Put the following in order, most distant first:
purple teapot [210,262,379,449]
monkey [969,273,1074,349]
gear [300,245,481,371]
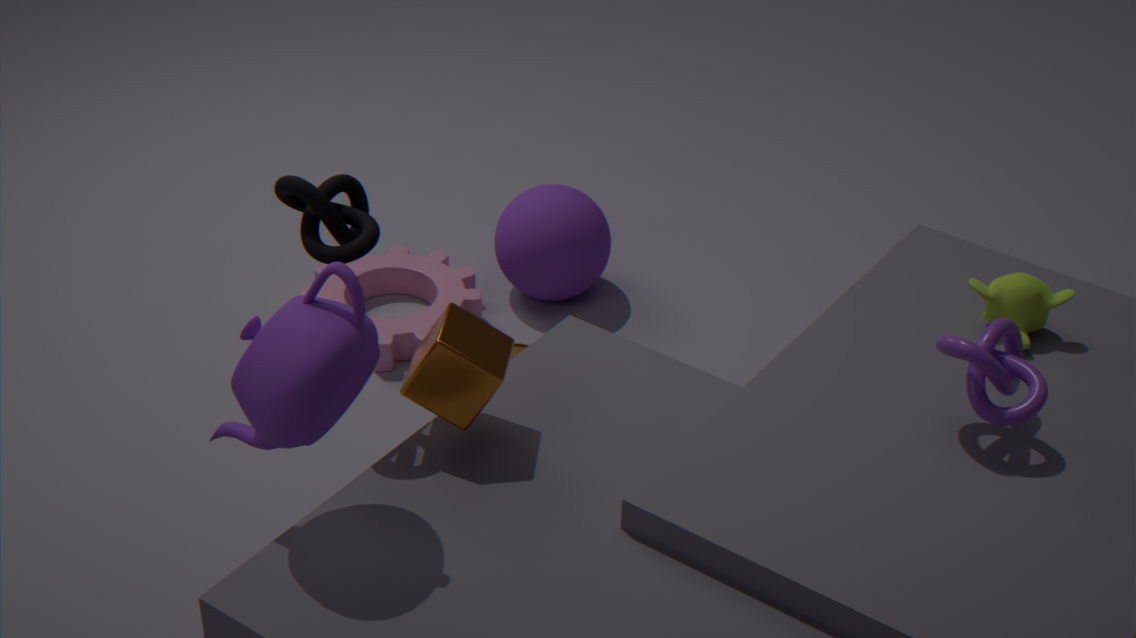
gear [300,245,481,371]
monkey [969,273,1074,349]
purple teapot [210,262,379,449]
